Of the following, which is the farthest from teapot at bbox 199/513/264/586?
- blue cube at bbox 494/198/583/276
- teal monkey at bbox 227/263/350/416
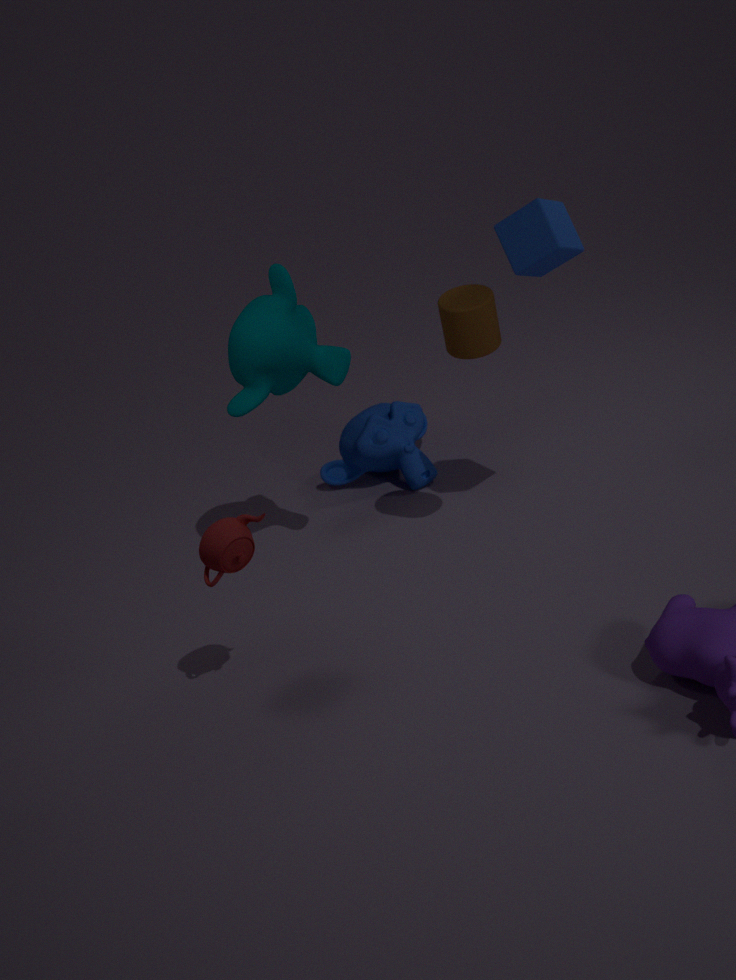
blue cube at bbox 494/198/583/276
